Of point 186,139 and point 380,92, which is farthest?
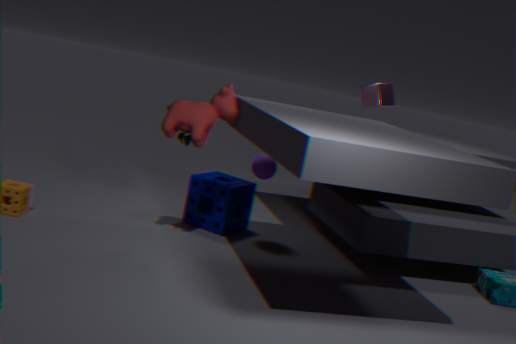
point 380,92
